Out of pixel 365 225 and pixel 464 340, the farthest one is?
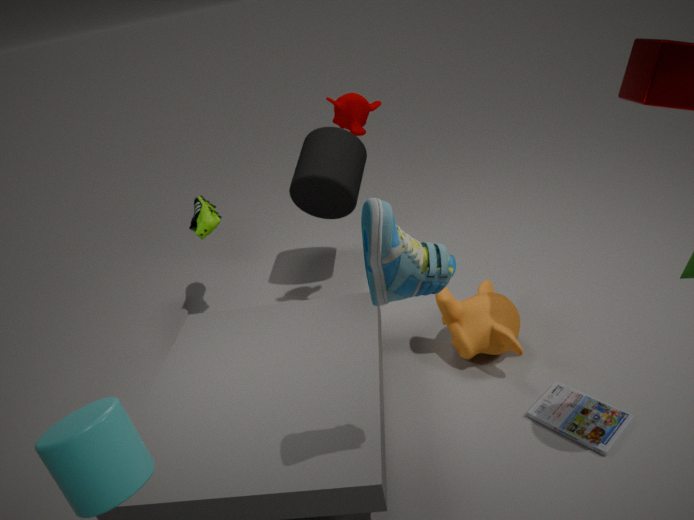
pixel 464 340
